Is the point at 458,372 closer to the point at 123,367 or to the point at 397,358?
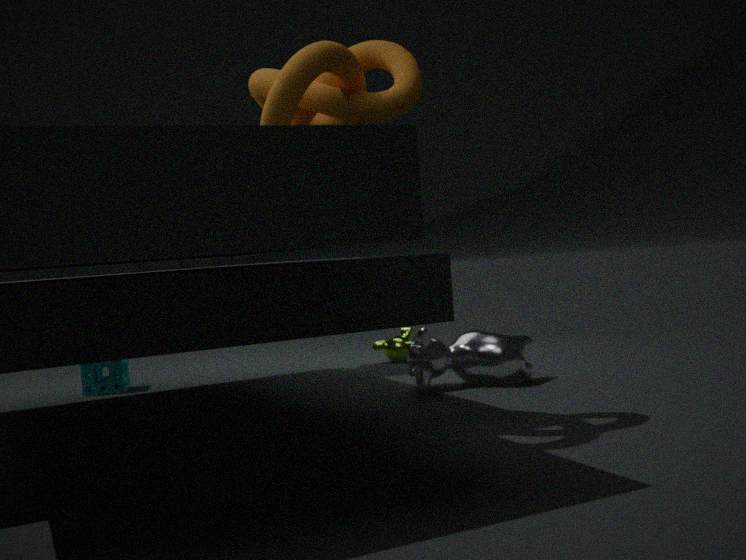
the point at 397,358
